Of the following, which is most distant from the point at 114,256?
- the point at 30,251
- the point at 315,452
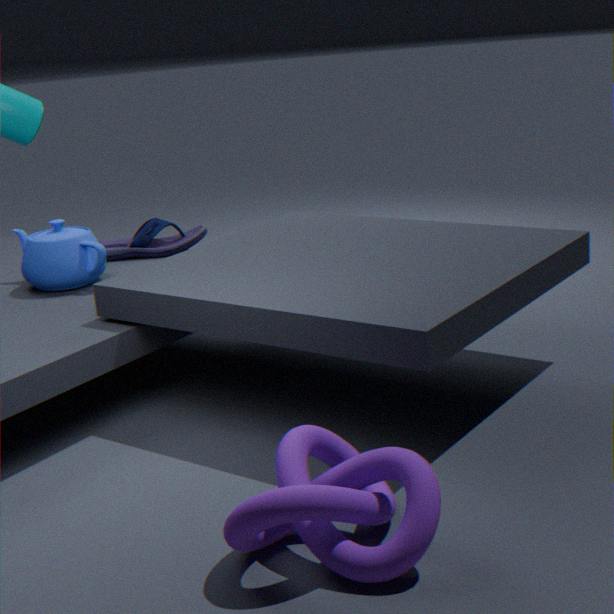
the point at 315,452
